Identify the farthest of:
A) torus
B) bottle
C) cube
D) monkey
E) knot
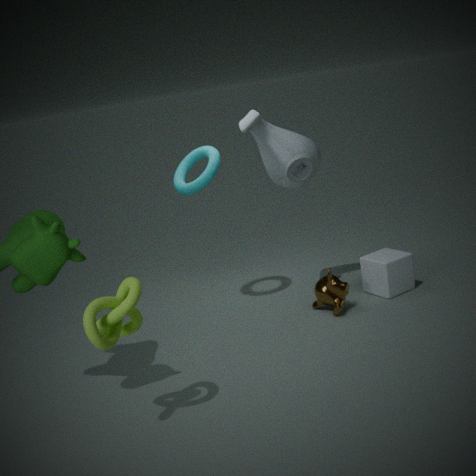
bottle
